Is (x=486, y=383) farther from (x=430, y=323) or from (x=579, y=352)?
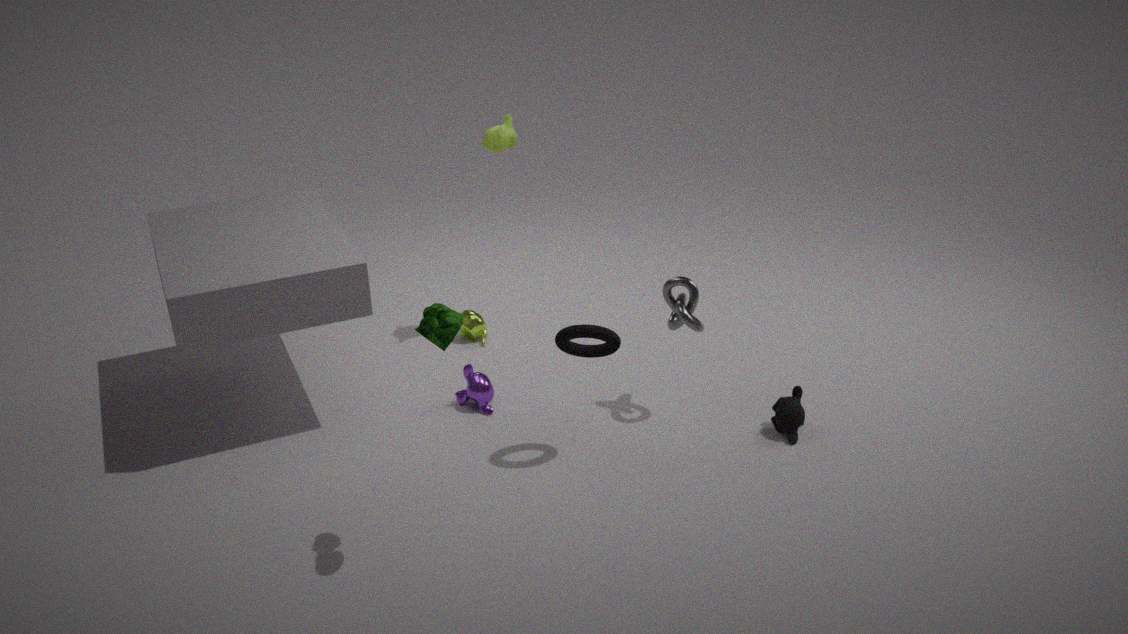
(x=430, y=323)
